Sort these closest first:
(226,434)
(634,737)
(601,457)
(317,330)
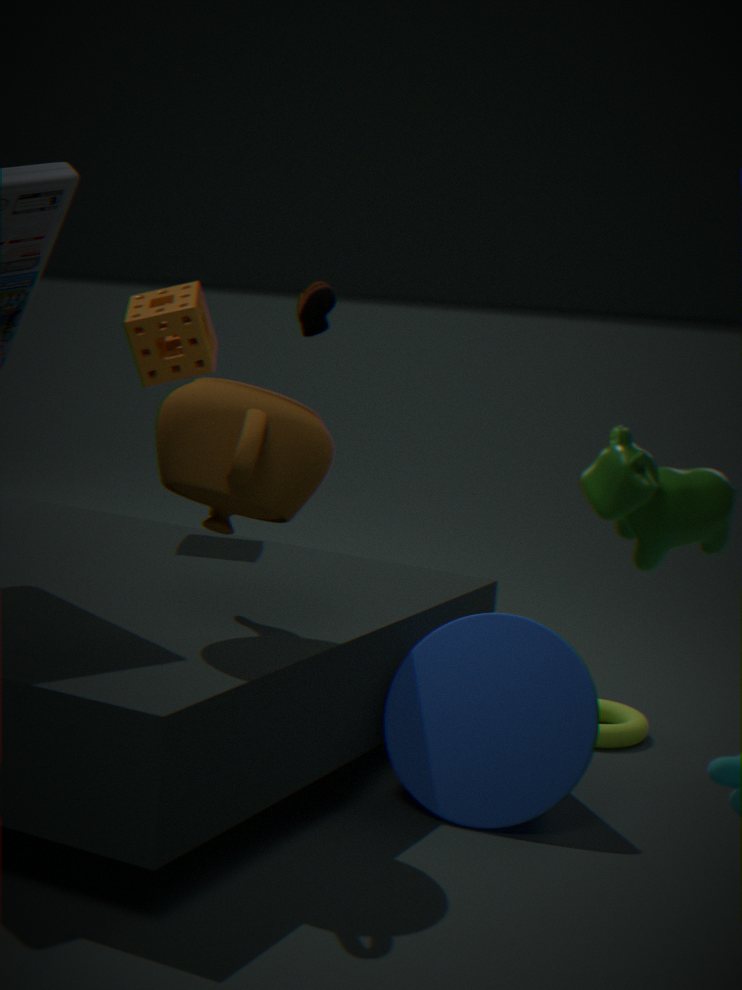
(601,457) → (226,434) → (634,737) → (317,330)
